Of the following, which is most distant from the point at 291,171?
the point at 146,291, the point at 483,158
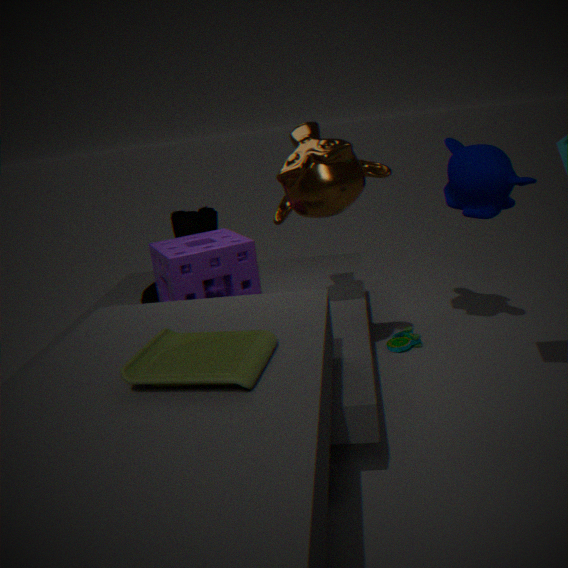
the point at 146,291
